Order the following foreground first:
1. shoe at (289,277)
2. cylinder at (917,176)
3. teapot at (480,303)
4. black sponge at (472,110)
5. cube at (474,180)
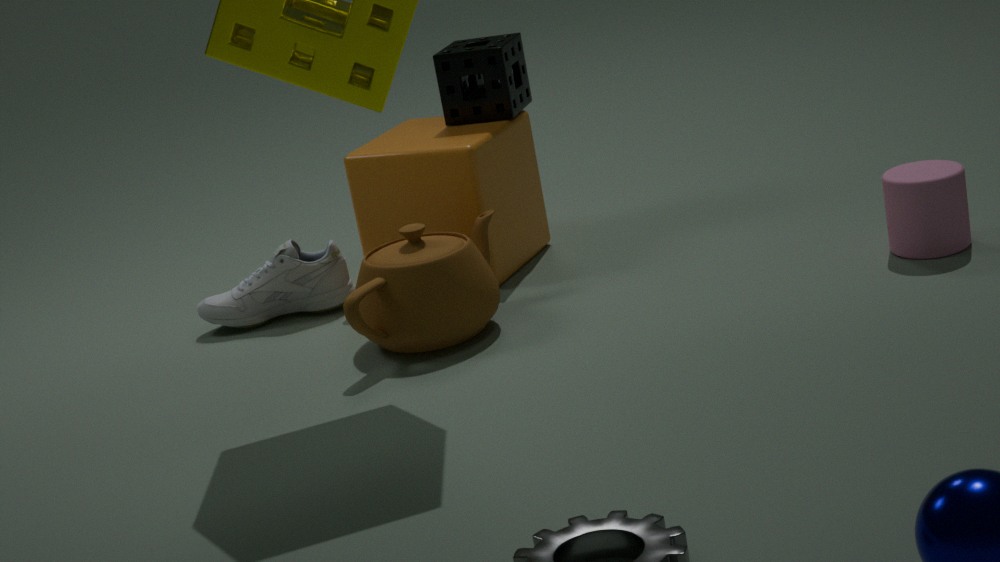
teapot at (480,303), cylinder at (917,176), cube at (474,180), shoe at (289,277), black sponge at (472,110)
